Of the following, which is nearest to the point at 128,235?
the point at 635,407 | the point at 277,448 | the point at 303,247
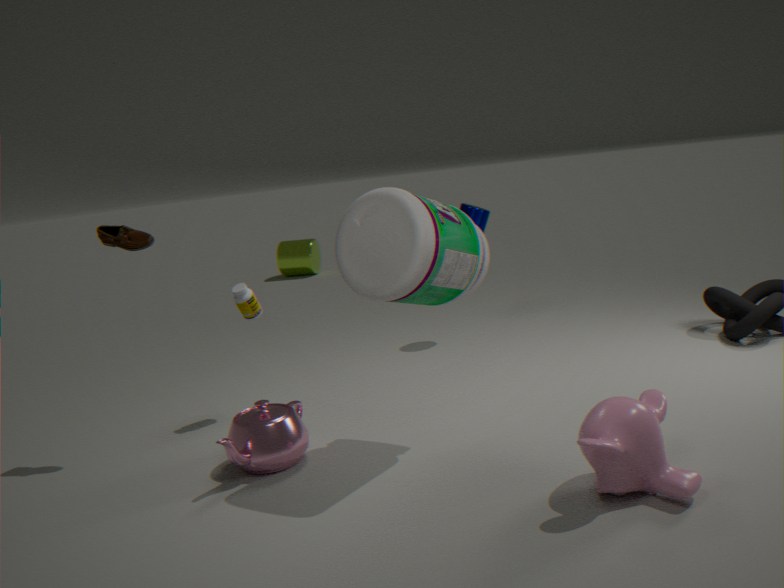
the point at 277,448
